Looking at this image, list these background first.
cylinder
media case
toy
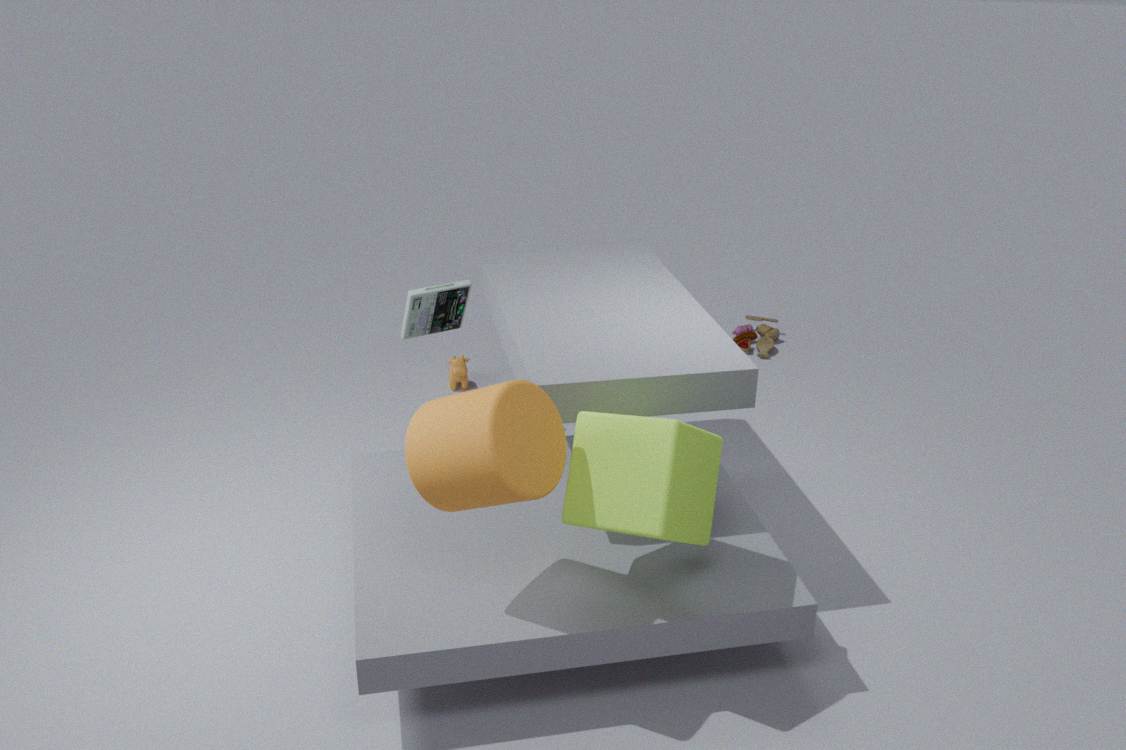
toy
media case
cylinder
